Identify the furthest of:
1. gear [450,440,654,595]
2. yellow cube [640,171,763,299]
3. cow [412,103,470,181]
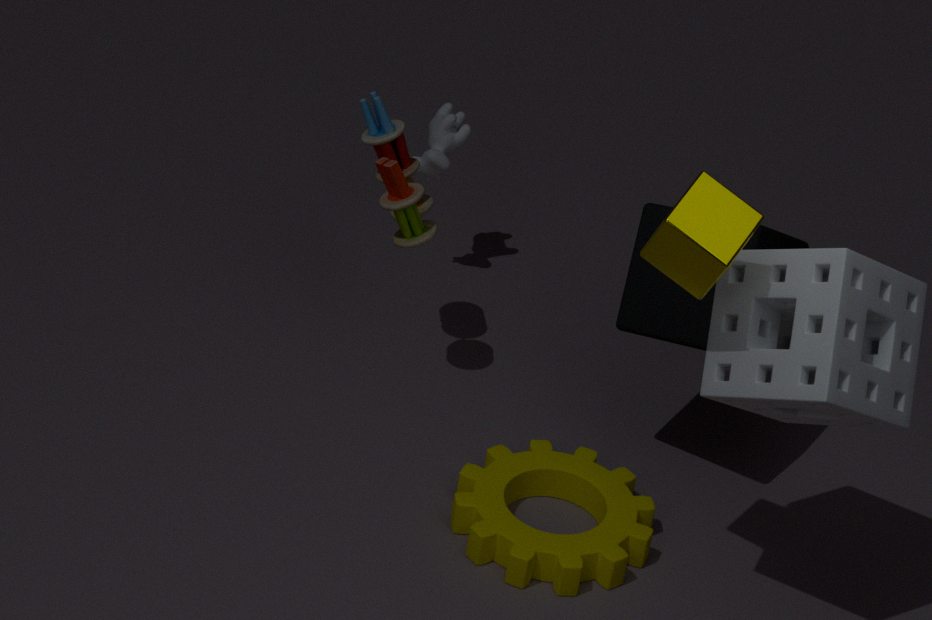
cow [412,103,470,181]
